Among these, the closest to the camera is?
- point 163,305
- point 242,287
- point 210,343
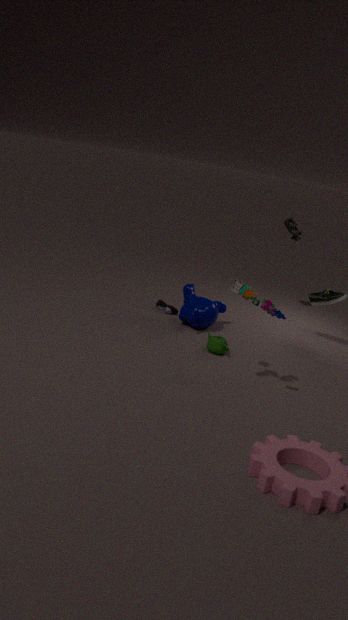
point 242,287
